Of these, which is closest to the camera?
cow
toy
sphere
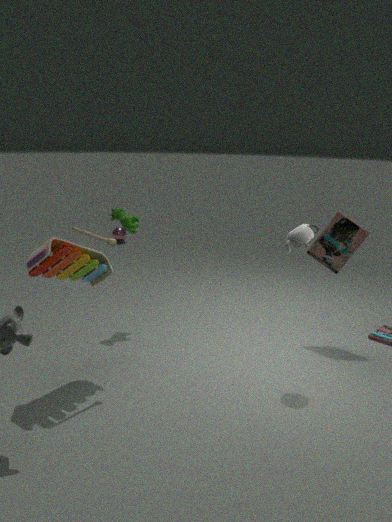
toy
